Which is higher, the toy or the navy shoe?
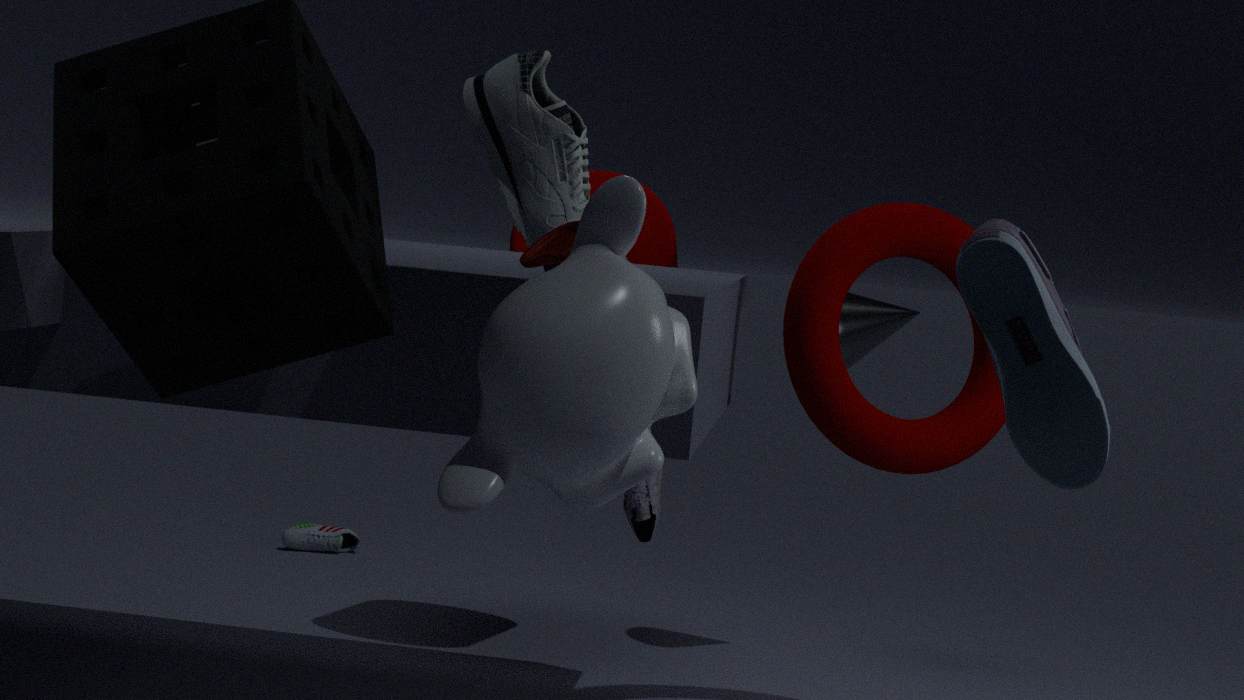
the toy
